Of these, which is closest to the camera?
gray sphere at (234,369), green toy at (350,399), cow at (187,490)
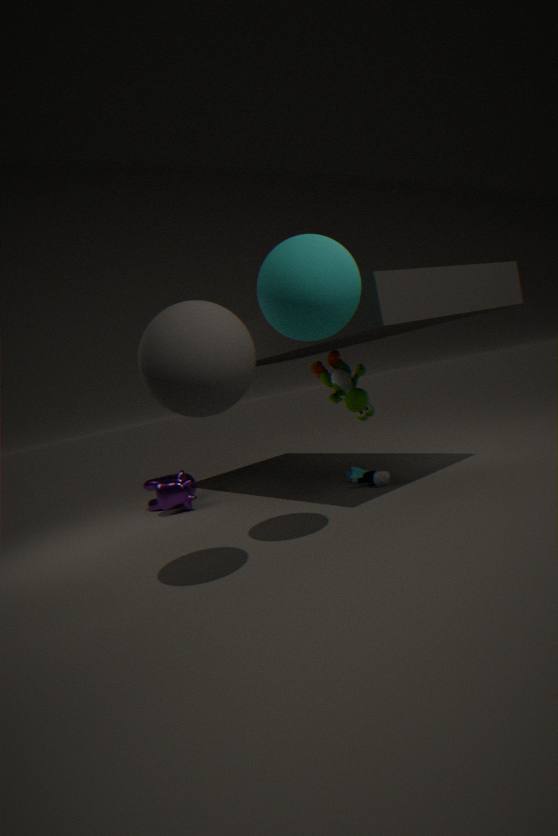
gray sphere at (234,369)
